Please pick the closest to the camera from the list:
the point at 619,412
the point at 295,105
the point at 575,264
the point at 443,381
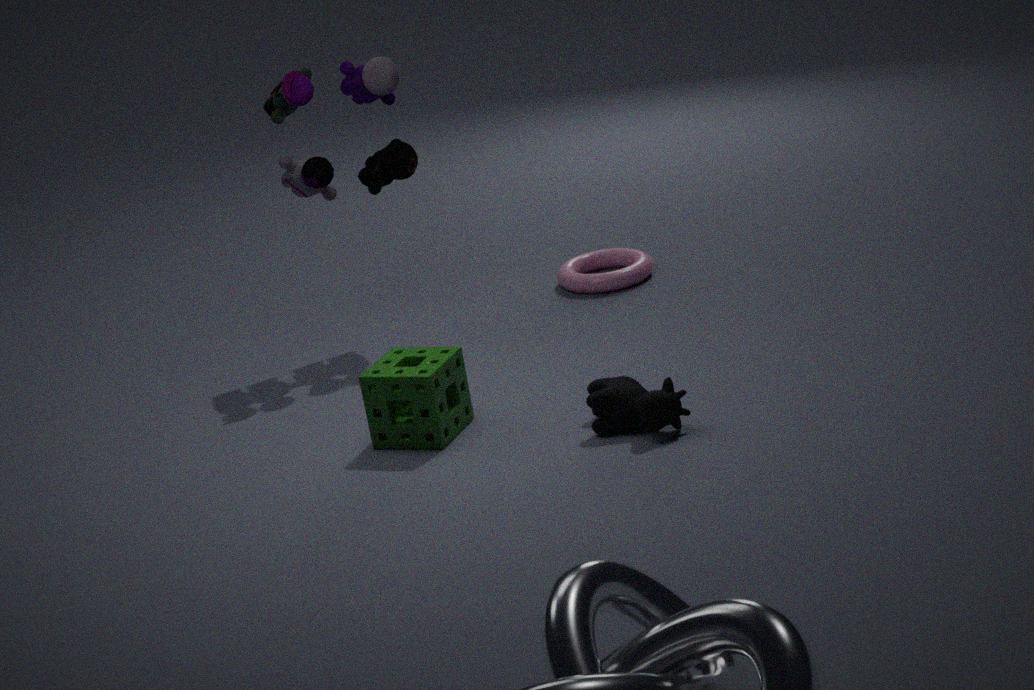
the point at 619,412
